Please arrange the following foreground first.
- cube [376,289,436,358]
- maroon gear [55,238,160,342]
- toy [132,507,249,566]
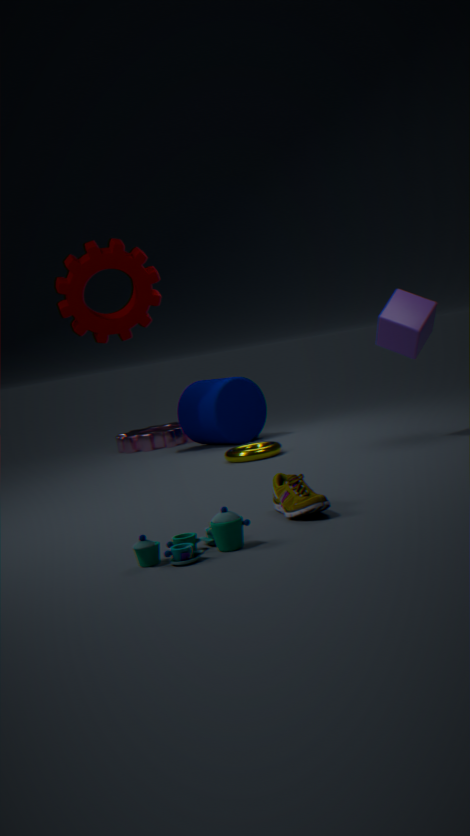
toy [132,507,249,566] → cube [376,289,436,358] → maroon gear [55,238,160,342]
